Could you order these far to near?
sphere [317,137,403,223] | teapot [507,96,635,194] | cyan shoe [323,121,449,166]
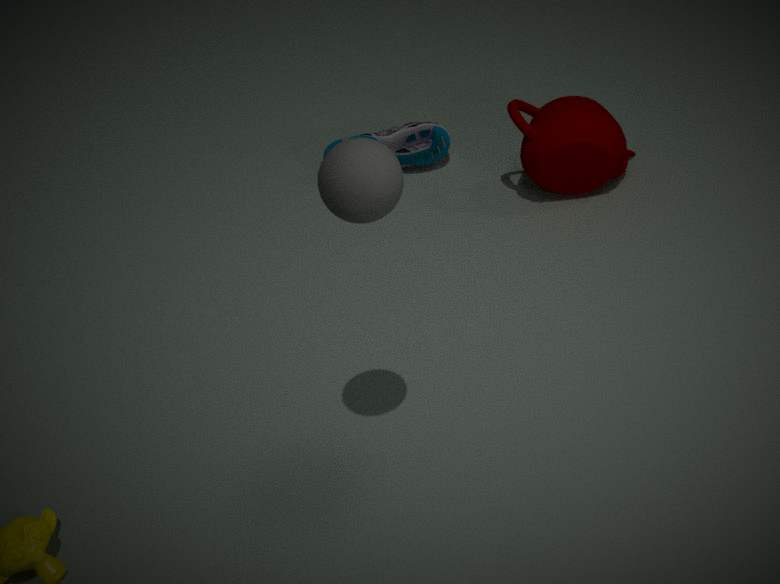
cyan shoe [323,121,449,166] < teapot [507,96,635,194] < sphere [317,137,403,223]
